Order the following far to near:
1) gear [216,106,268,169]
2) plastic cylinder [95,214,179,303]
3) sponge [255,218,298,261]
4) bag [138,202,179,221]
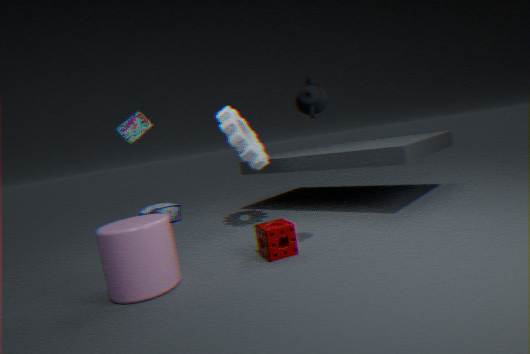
4. bag [138,202,179,221] → 1. gear [216,106,268,169] → 3. sponge [255,218,298,261] → 2. plastic cylinder [95,214,179,303]
